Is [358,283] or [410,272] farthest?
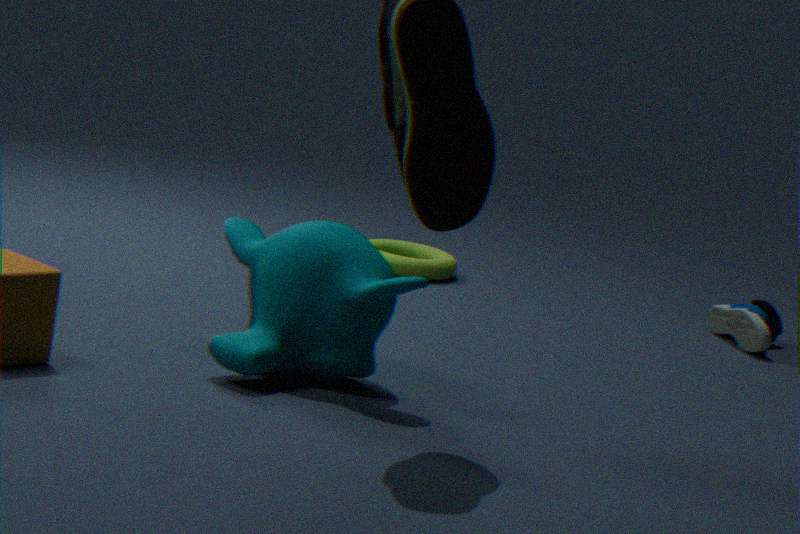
[410,272]
